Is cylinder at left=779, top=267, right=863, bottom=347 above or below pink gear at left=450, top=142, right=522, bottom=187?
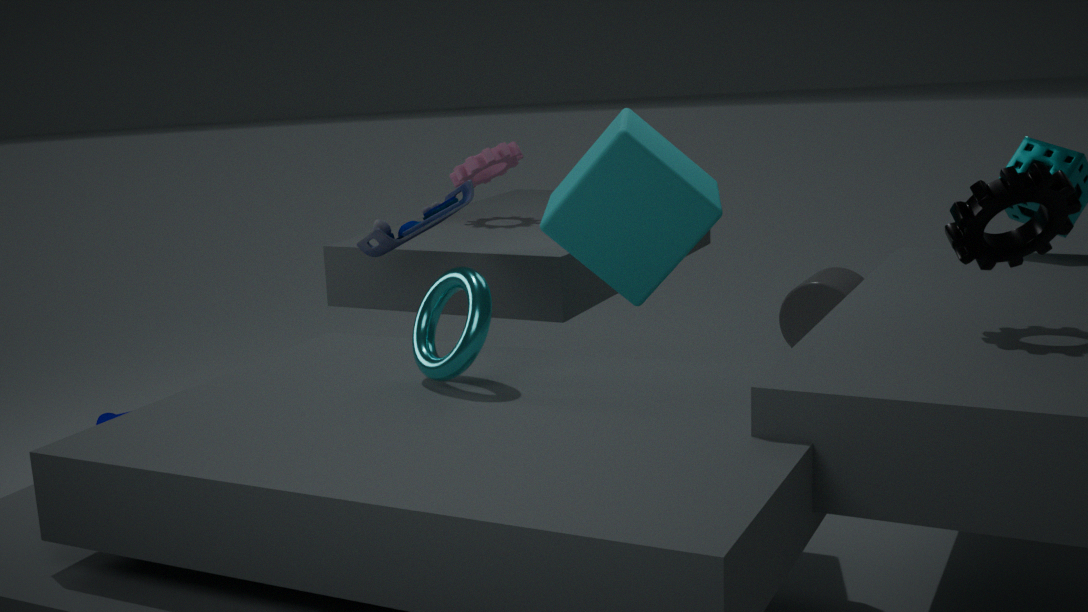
below
